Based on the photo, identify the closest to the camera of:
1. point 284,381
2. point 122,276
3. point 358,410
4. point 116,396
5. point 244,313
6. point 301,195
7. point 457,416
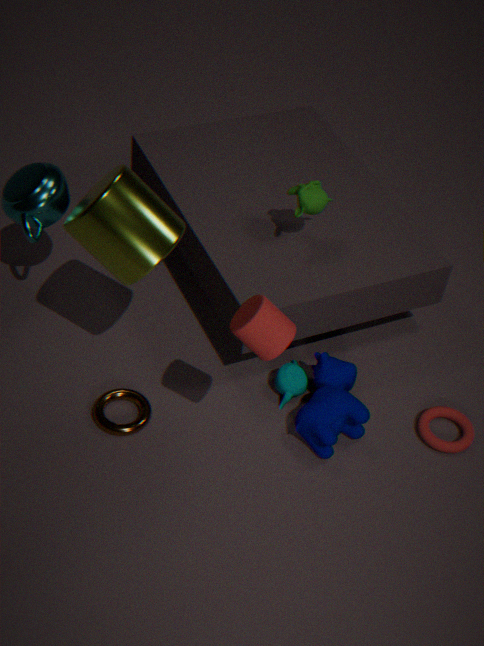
point 244,313
